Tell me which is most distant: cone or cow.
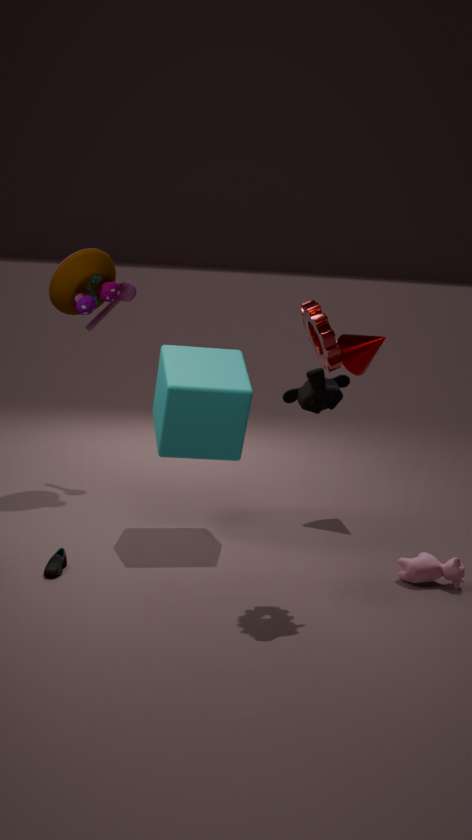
cone
